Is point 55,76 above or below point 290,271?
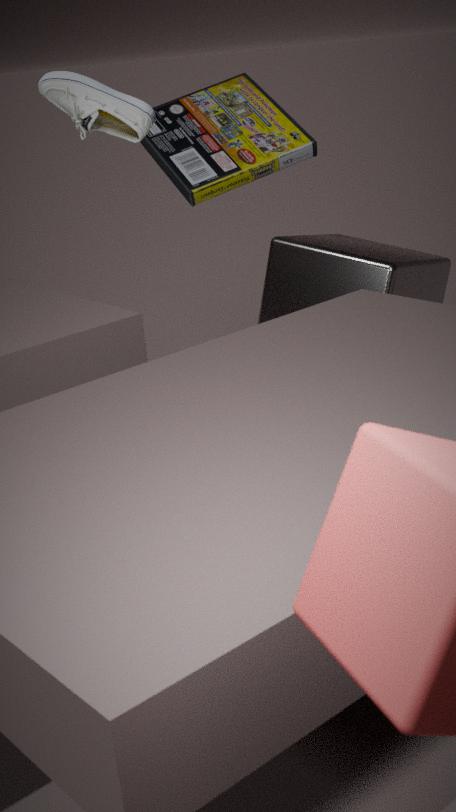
above
